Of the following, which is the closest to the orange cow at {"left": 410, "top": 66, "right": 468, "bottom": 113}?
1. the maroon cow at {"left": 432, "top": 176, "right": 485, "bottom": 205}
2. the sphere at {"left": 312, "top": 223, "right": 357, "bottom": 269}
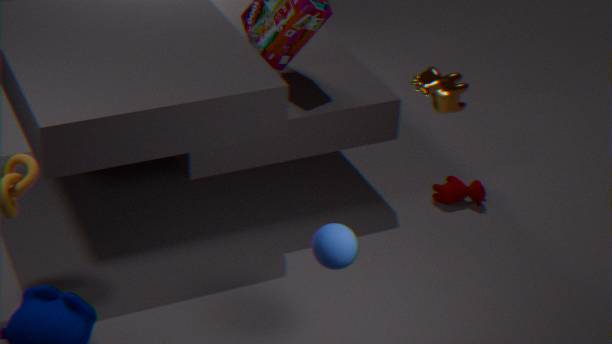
the sphere at {"left": 312, "top": 223, "right": 357, "bottom": 269}
